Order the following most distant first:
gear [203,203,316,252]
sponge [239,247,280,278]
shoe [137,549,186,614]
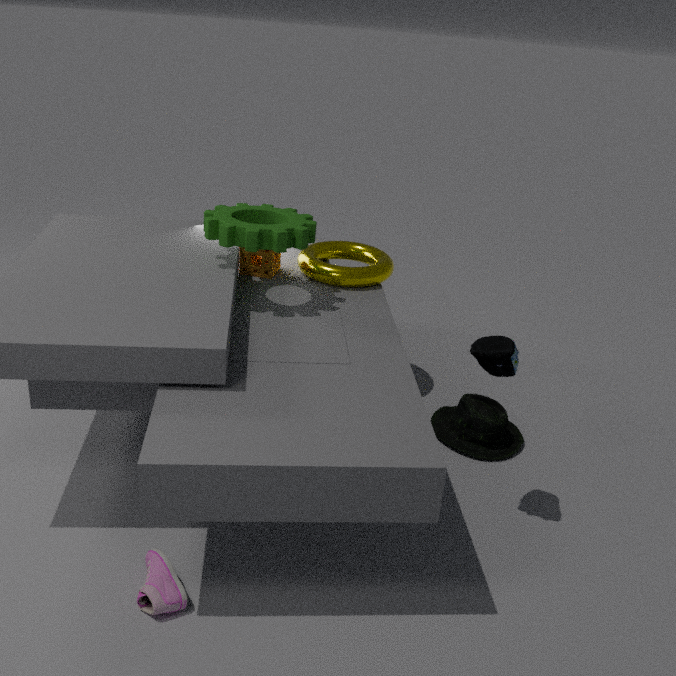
sponge [239,247,280,278] → gear [203,203,316,252] → shoe [137,549,186,614]
